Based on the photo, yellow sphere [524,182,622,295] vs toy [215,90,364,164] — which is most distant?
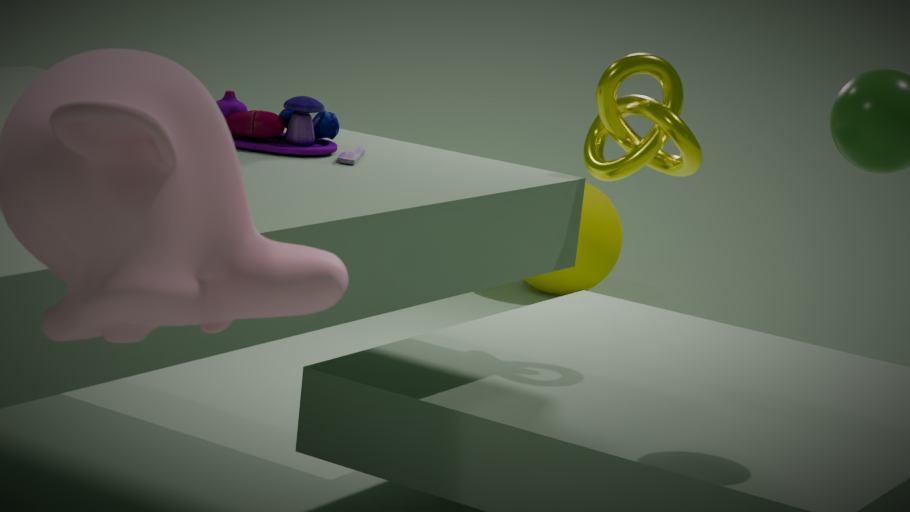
yellow sphere [524,182,622,295]
